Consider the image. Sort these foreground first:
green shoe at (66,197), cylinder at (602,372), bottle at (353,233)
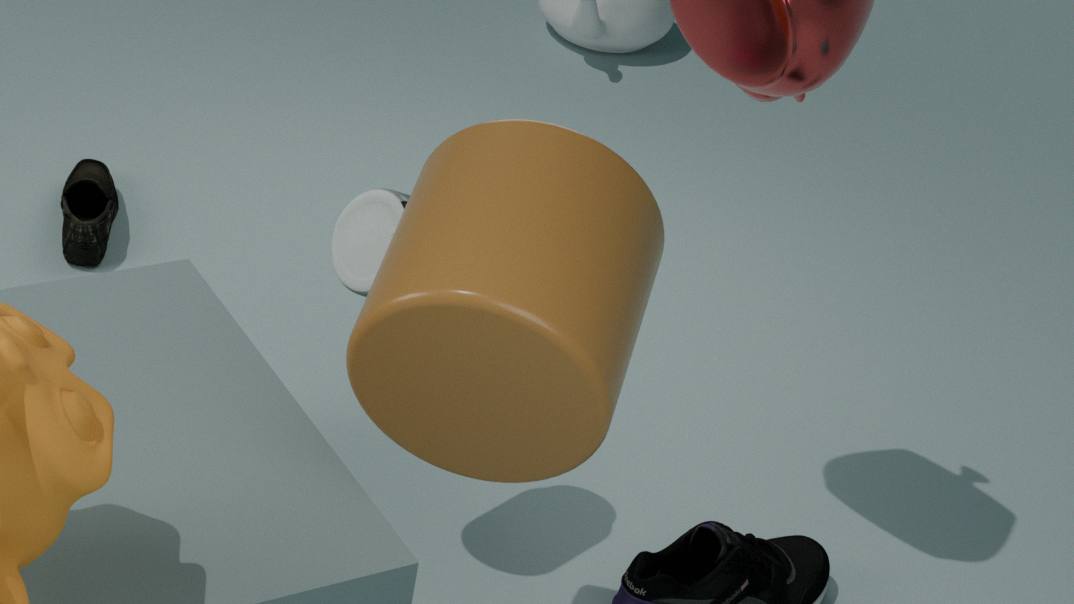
cylinder at (602,372), bottle at (353,233), green shoe at (66,197)
